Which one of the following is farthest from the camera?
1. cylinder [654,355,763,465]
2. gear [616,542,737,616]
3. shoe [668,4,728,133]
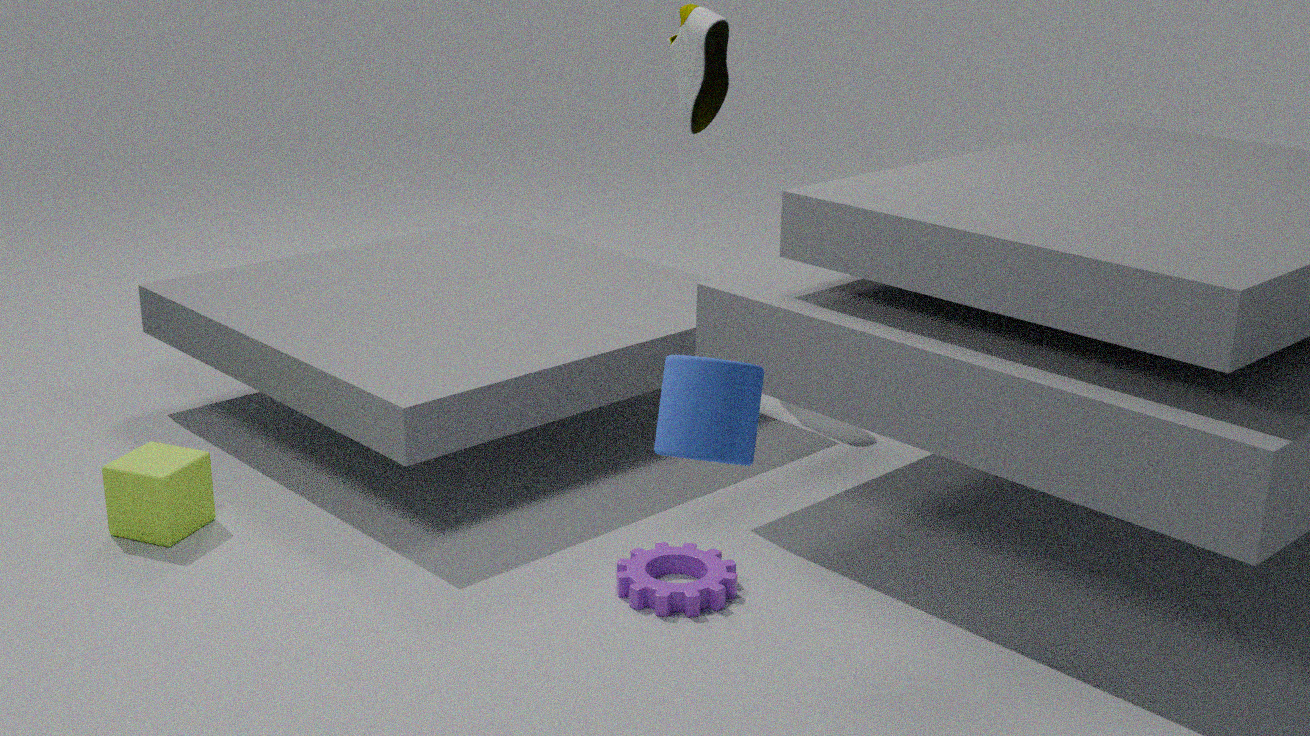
shoe [668,4,728,133]
